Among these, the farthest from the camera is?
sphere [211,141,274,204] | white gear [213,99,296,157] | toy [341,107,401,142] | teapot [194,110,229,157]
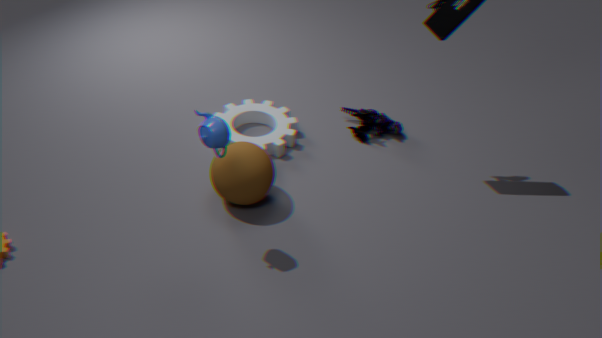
A: toy [341,107,401,142]
